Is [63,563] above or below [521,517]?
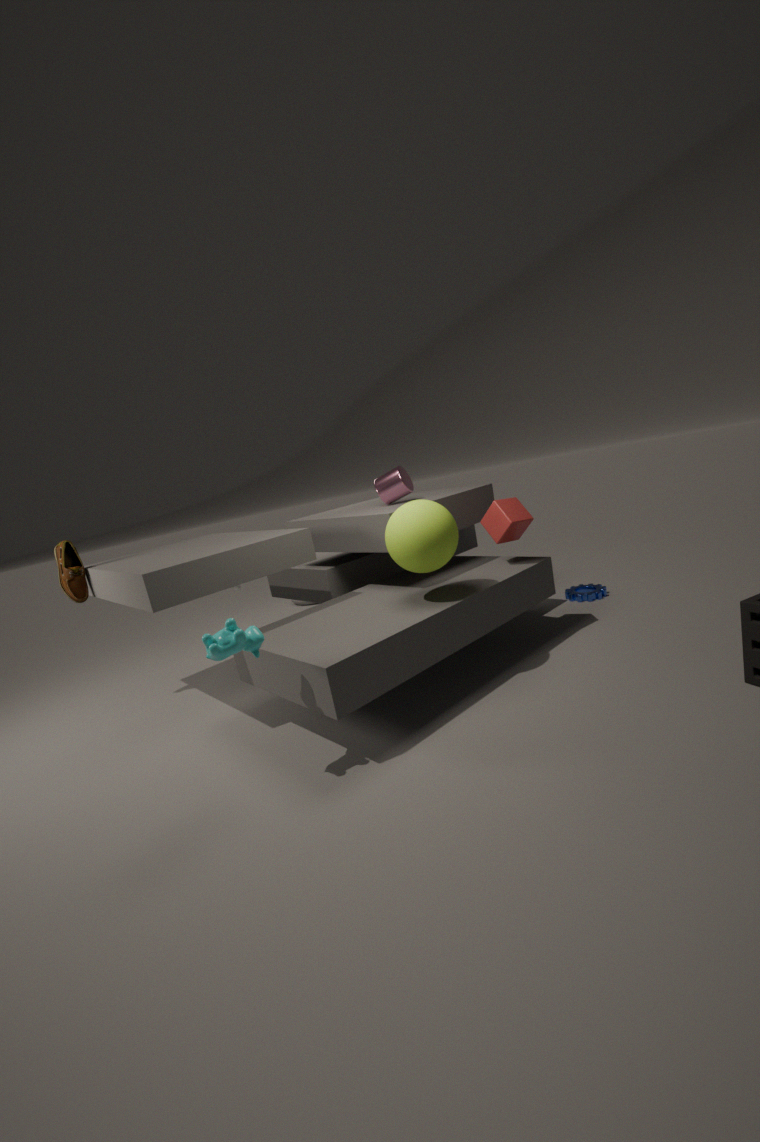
above
